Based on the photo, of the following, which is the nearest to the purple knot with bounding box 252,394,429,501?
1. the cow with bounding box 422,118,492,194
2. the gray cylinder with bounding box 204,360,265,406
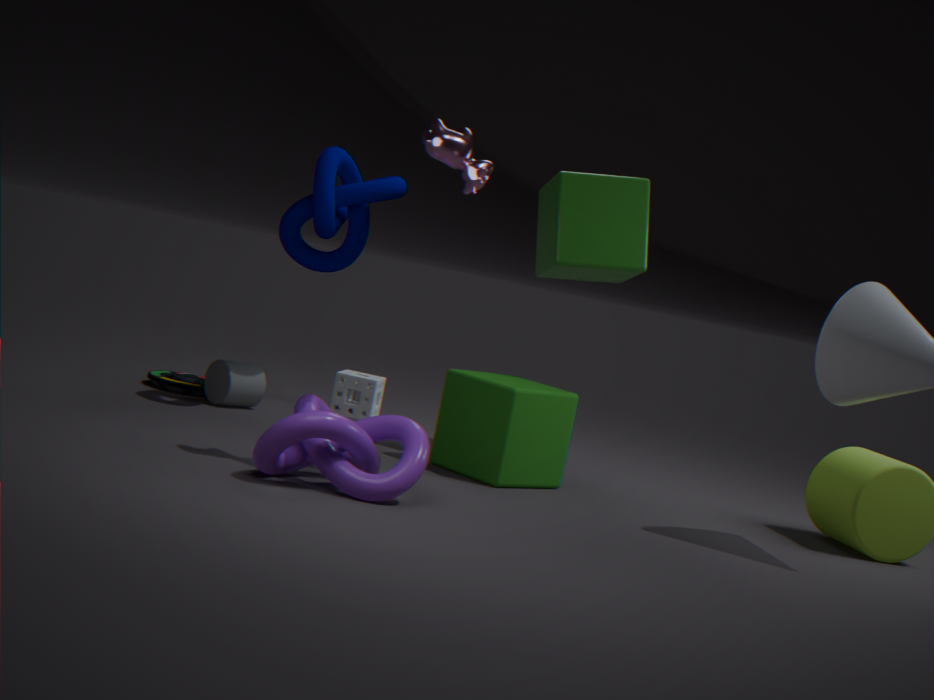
the cow with bounding box 422,118,492,194
